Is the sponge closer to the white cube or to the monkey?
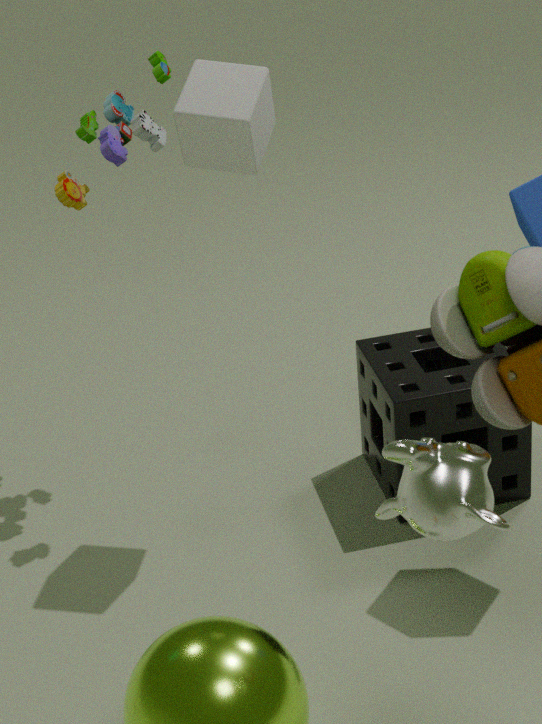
the white cube
